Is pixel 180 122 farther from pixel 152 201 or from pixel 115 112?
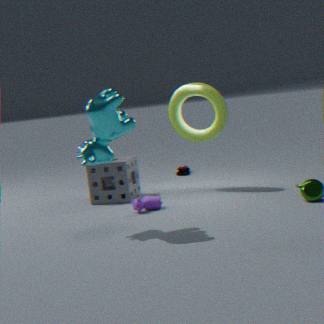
pixel 115 112
